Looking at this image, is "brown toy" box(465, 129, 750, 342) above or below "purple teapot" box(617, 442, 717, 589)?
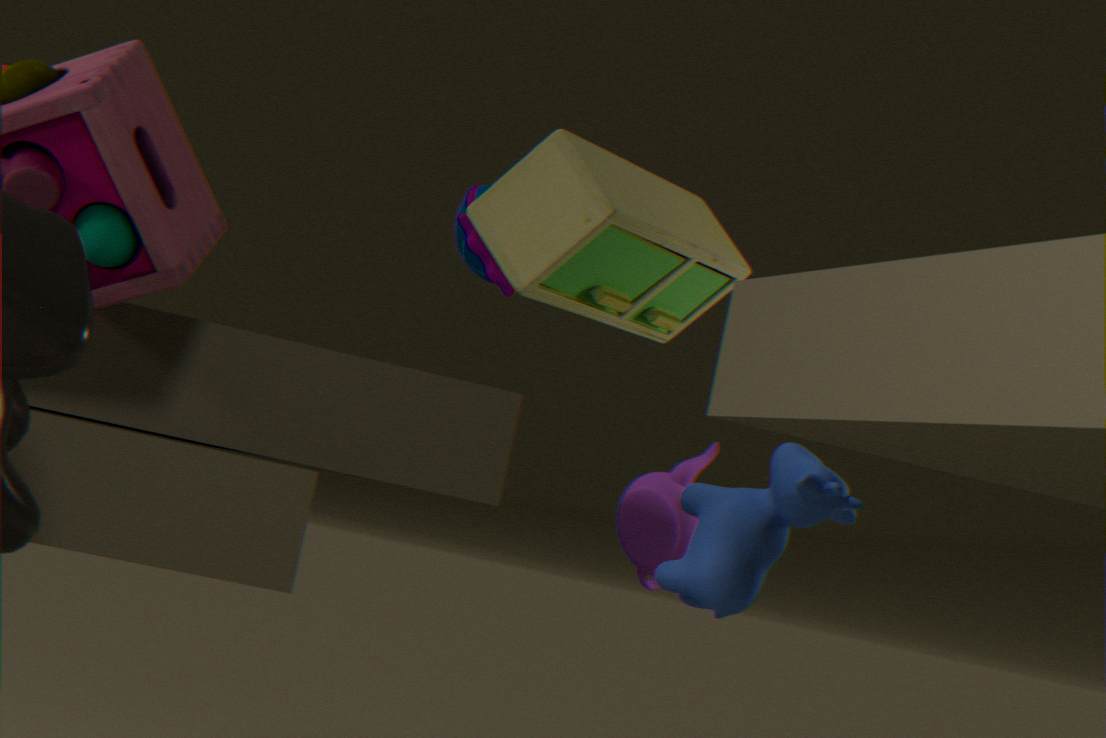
above
